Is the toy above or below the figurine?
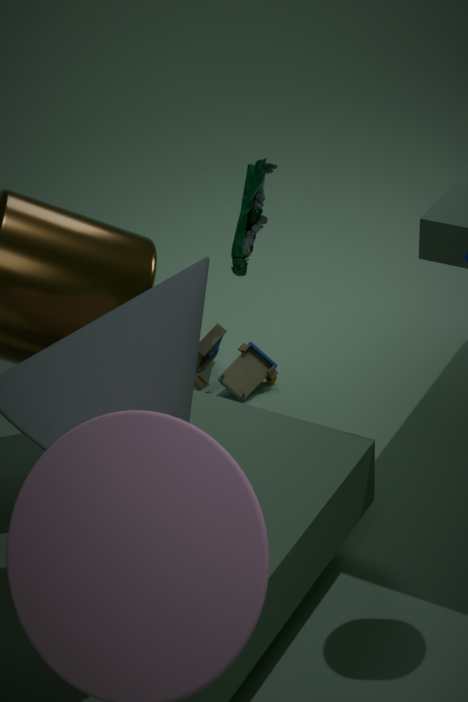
below
